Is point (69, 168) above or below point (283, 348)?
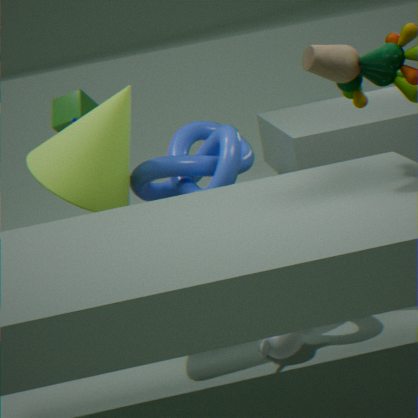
above
